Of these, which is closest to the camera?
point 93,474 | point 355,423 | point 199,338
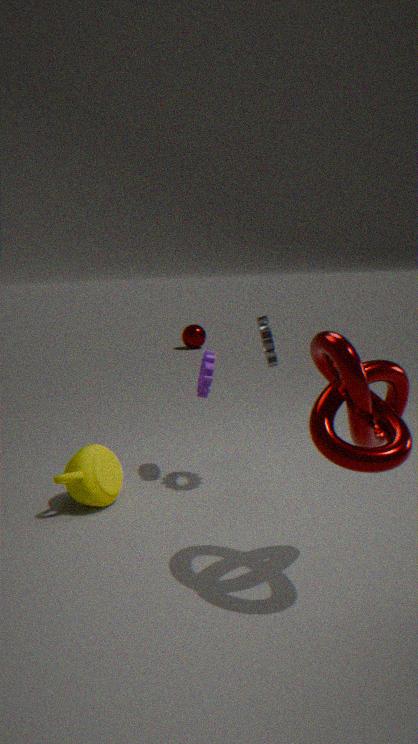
point 355,423
